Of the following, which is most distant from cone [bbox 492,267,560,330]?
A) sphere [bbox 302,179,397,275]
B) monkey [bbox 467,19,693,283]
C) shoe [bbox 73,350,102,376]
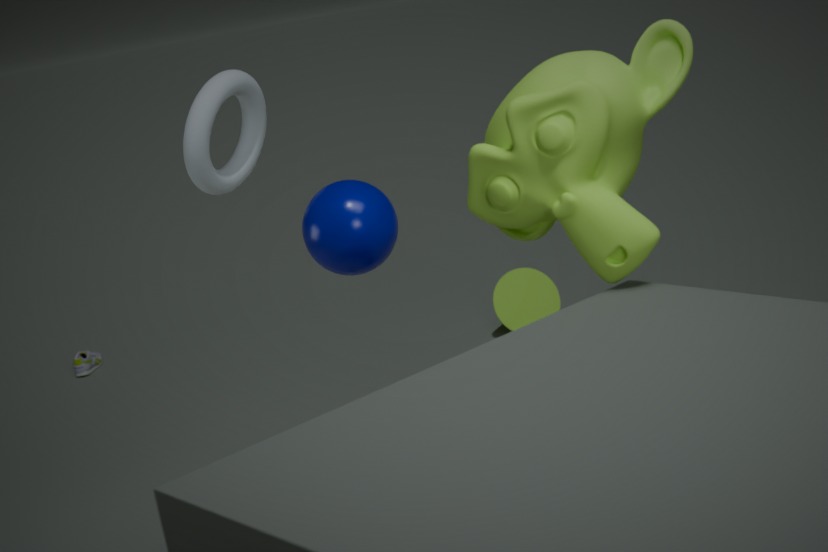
monkey [bbox 467,19,693,283]
